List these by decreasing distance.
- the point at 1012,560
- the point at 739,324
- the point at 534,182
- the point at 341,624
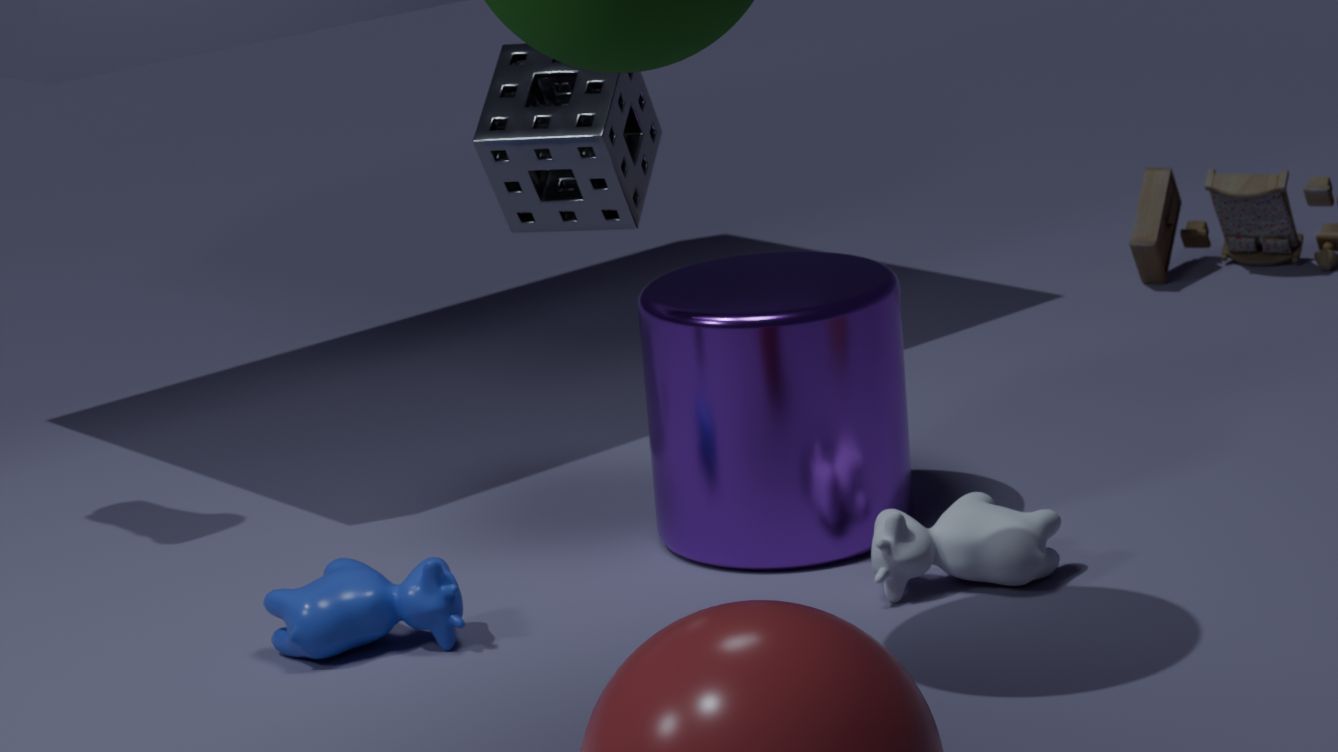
the point at 534,182
the point at 739,324
the point at 1012,560
the point at 341,624
